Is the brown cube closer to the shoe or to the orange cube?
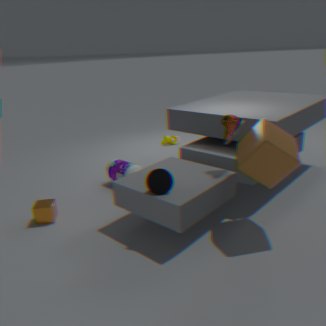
the shoe
